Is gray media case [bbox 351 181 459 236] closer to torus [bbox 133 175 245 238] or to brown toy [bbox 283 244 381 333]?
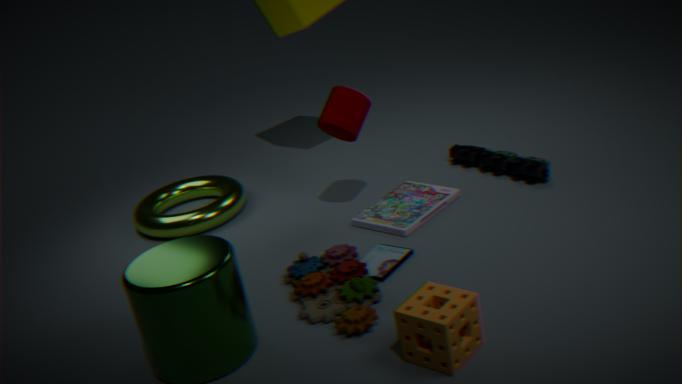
brown toy [bbox 283 244 381 333]
